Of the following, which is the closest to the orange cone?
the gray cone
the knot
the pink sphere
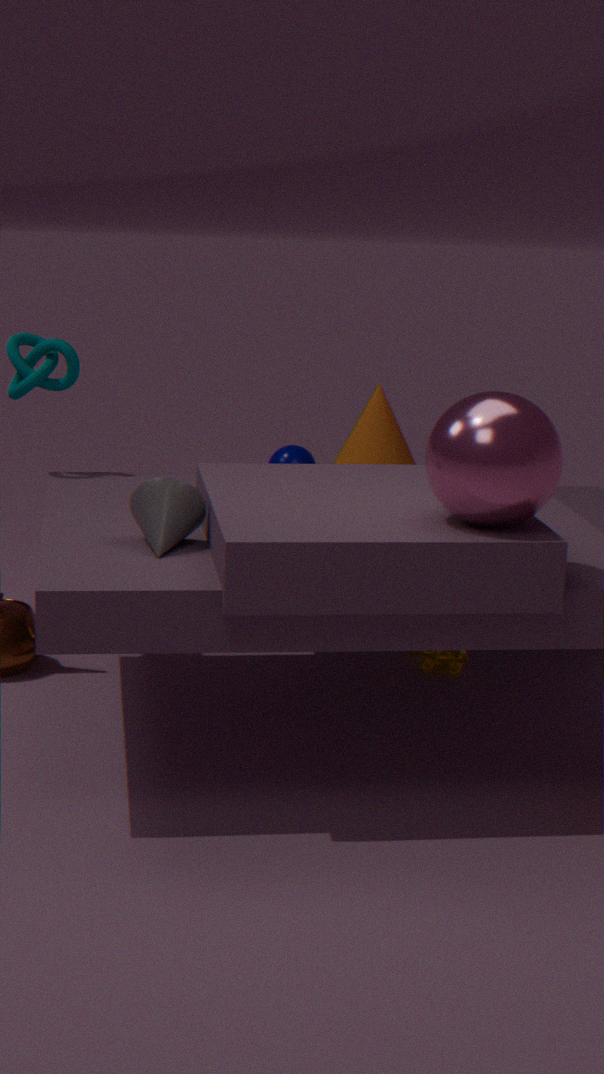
the knot
